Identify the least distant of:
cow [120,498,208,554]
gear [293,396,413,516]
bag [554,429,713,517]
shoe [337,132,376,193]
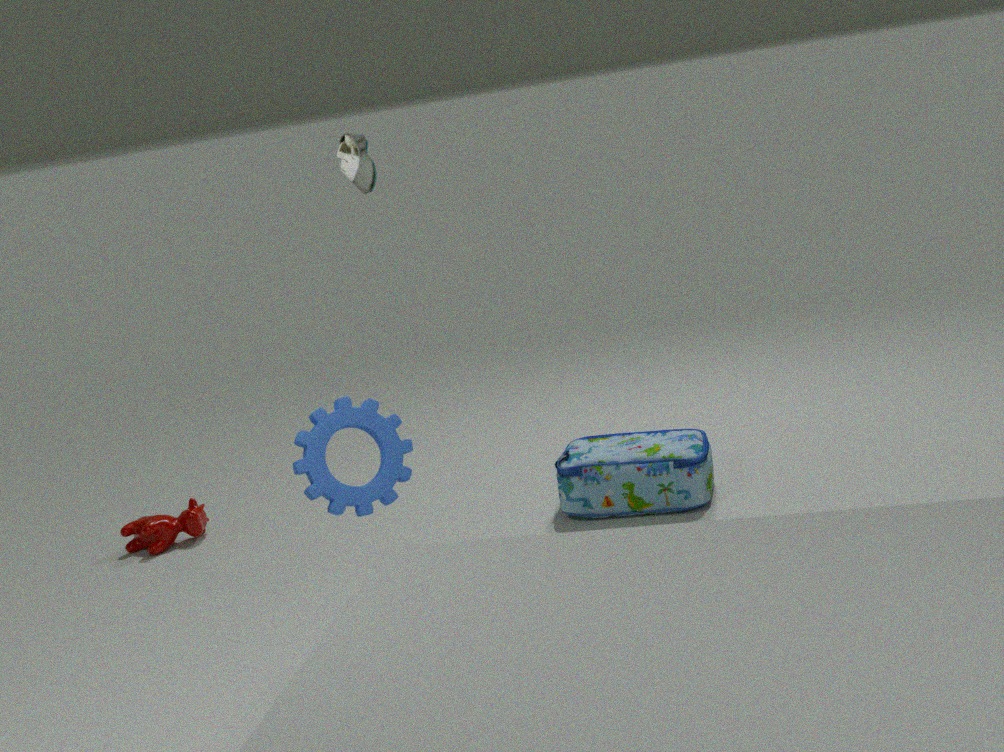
shoe [337,132,376,193]
